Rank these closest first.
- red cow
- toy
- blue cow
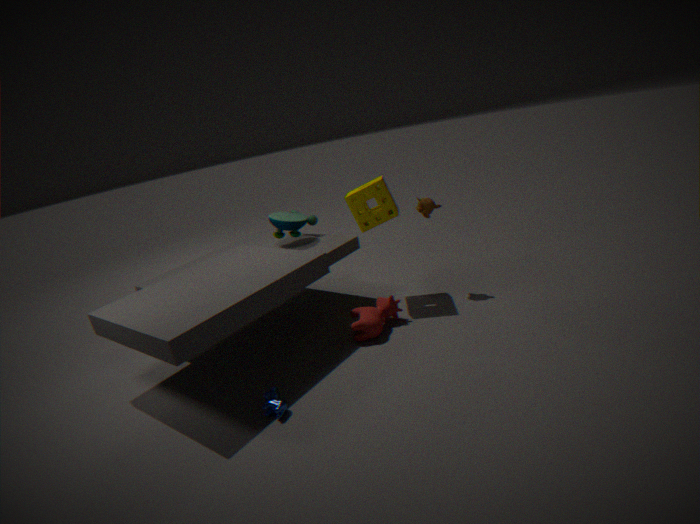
blue cow, red cow, toy
